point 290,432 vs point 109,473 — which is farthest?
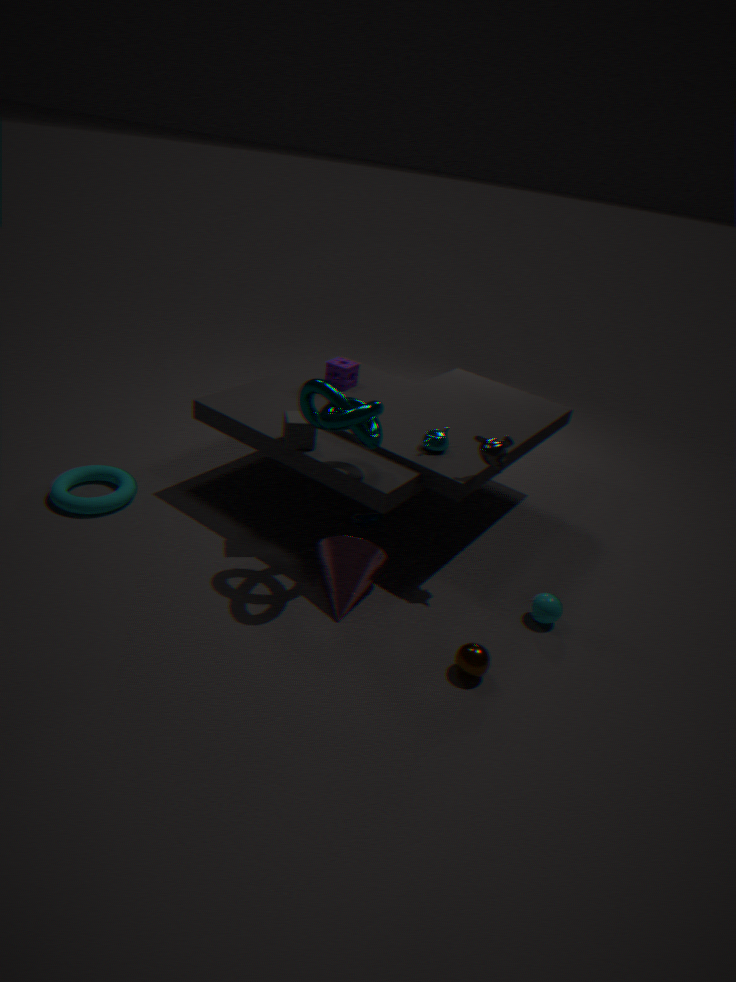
point 109,473
